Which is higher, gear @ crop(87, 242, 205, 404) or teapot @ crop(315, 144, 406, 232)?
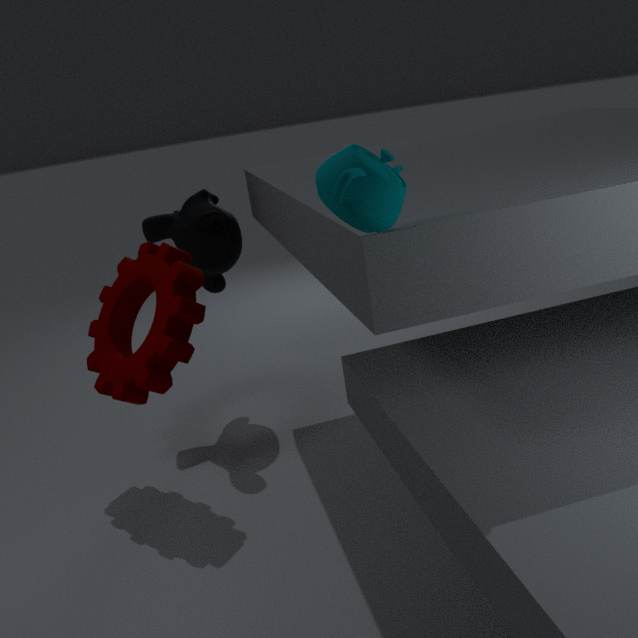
teapot @ crop(315, 144, 406, 232)
